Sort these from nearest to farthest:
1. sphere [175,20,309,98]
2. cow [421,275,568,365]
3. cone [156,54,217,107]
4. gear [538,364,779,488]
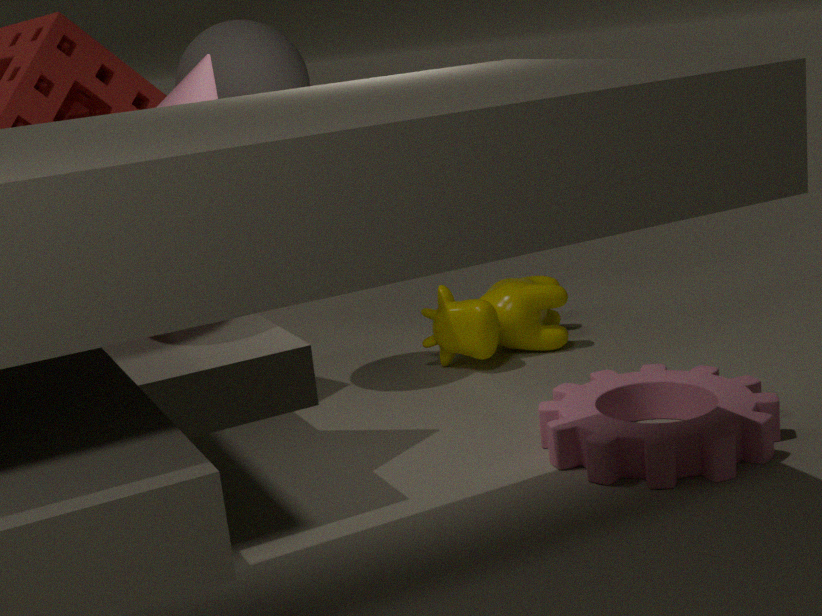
gear [538,364,779,488], cone [156,54,217,107], sphere [175,20,309,98], cow [421,275,568,365]
